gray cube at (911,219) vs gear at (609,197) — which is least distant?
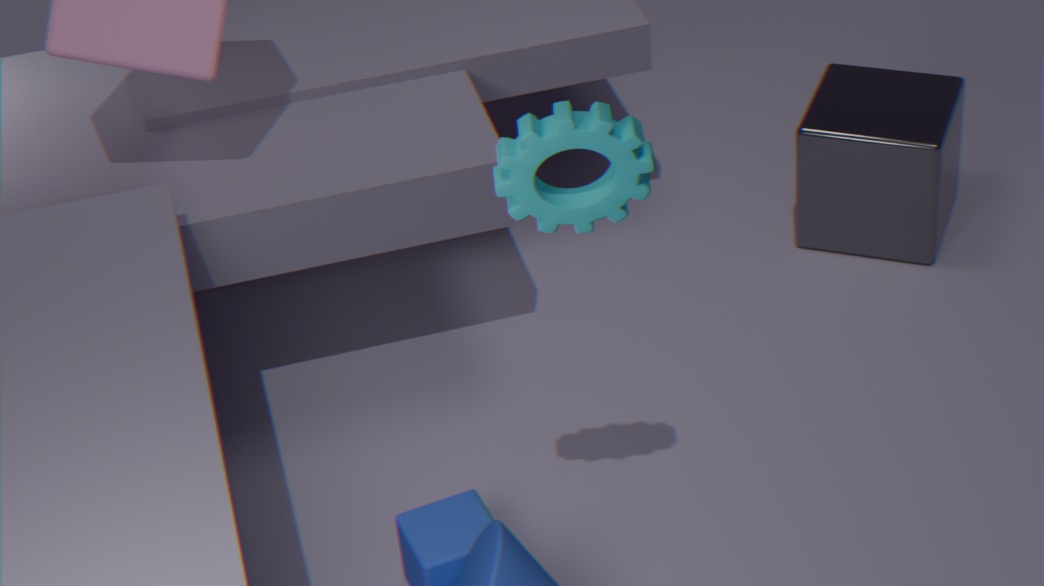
gear at (609,197)
